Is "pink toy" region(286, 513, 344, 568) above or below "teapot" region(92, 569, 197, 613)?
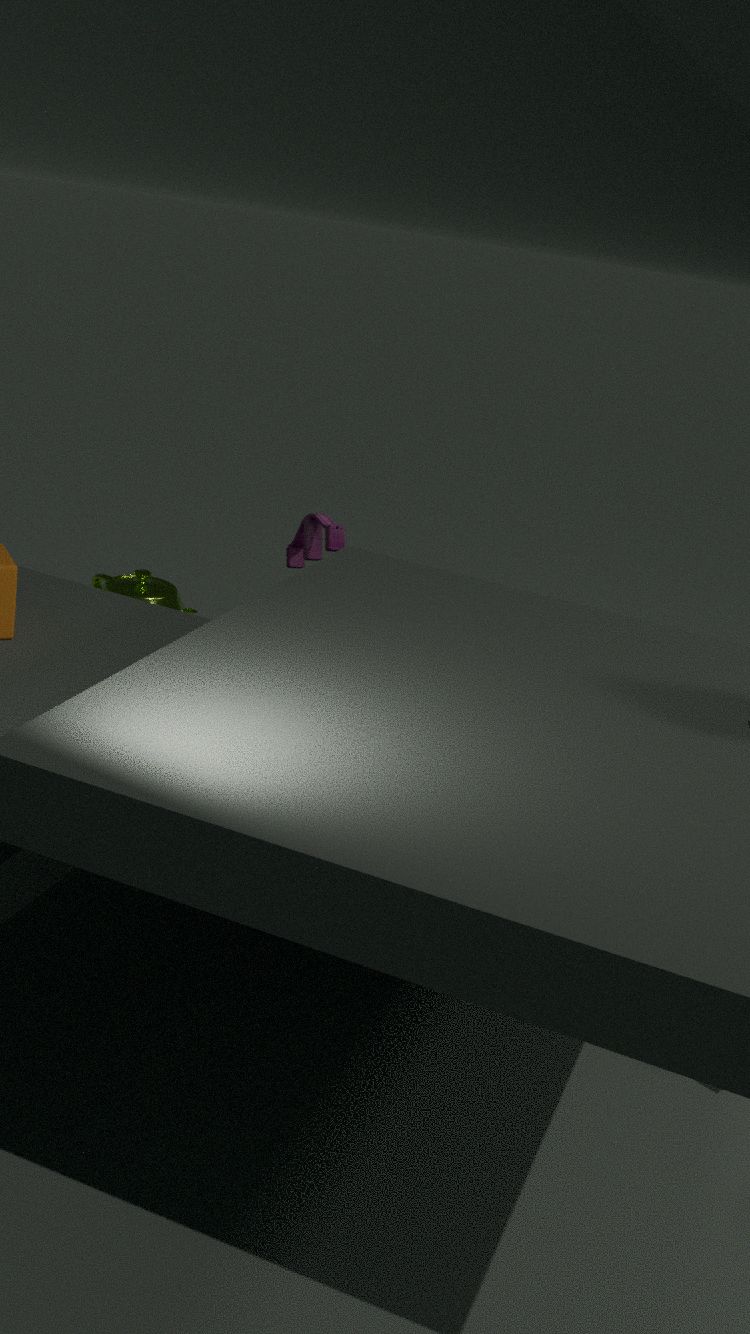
above
